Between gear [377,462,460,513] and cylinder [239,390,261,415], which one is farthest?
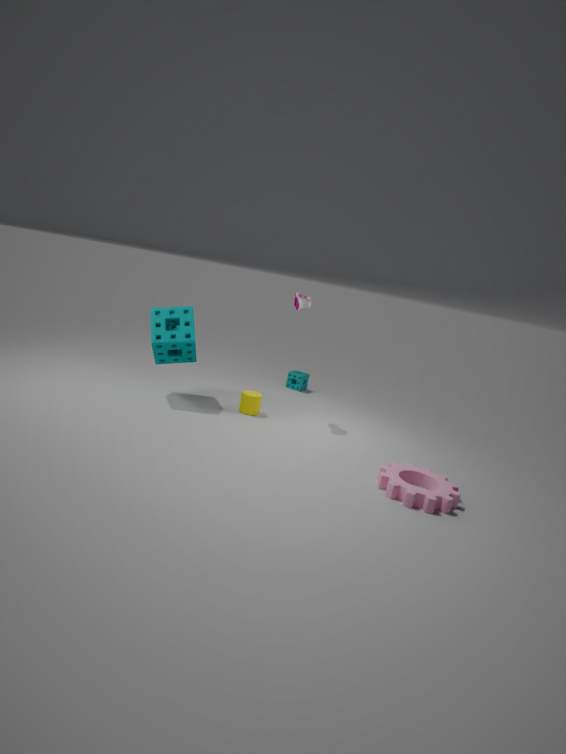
cylinder [239,390,261,415]
